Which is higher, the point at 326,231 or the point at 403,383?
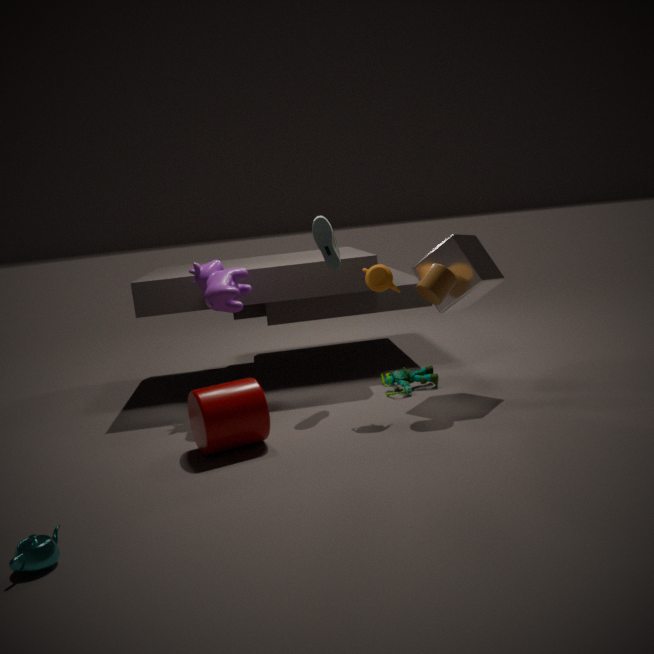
the point at 326,231
